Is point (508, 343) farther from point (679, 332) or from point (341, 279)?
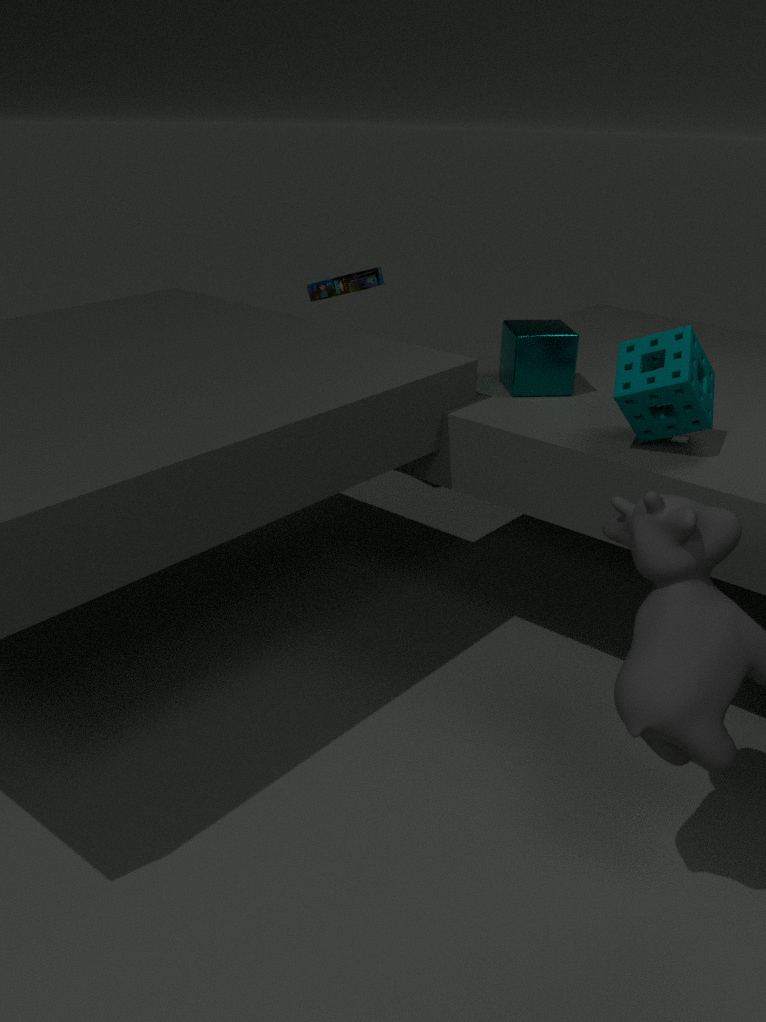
point (341, 279)
